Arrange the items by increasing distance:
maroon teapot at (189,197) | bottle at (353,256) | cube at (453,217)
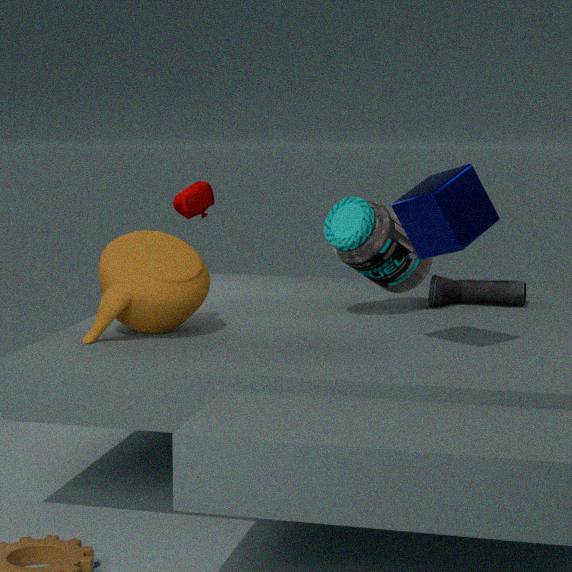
cube at (453,217) < bottle at (353,256) < maroon teapot at (189,197)
